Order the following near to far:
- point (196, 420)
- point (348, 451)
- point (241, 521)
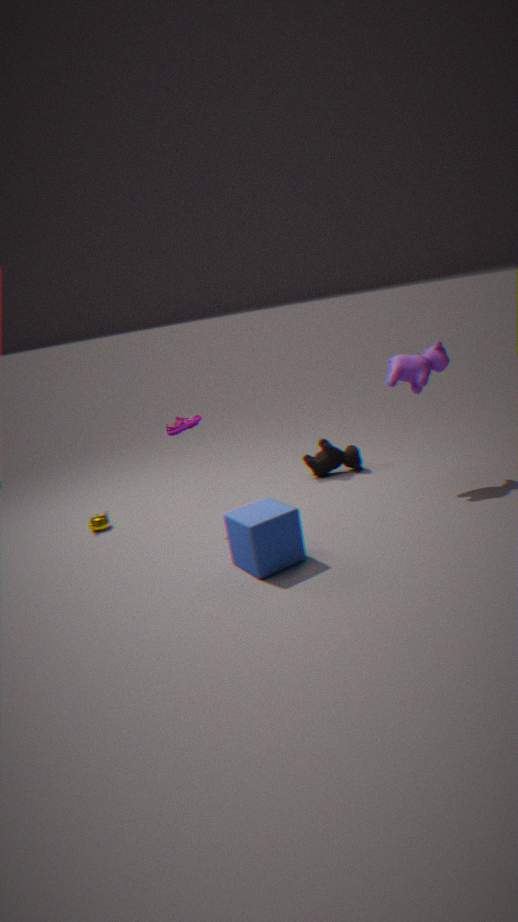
point (241, 521), point (196, 420), point (348, 451)
